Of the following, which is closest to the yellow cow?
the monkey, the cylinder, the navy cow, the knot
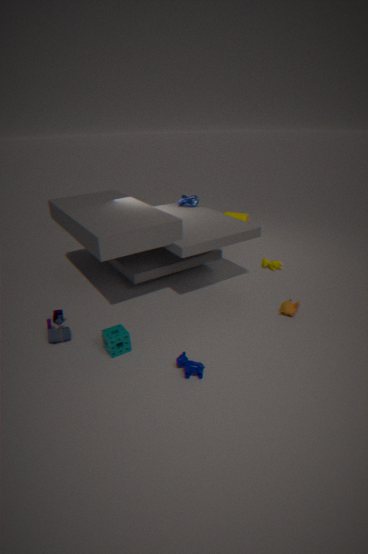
the monkey
